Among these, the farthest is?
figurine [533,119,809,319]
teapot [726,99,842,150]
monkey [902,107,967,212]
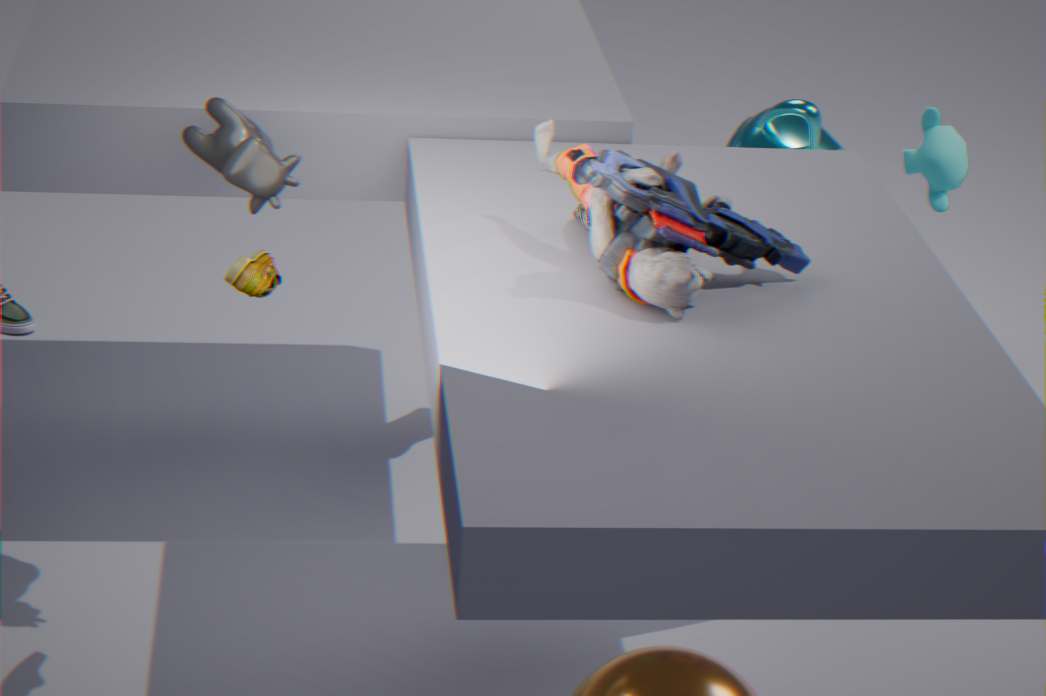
monkey [902,107,967,212]
